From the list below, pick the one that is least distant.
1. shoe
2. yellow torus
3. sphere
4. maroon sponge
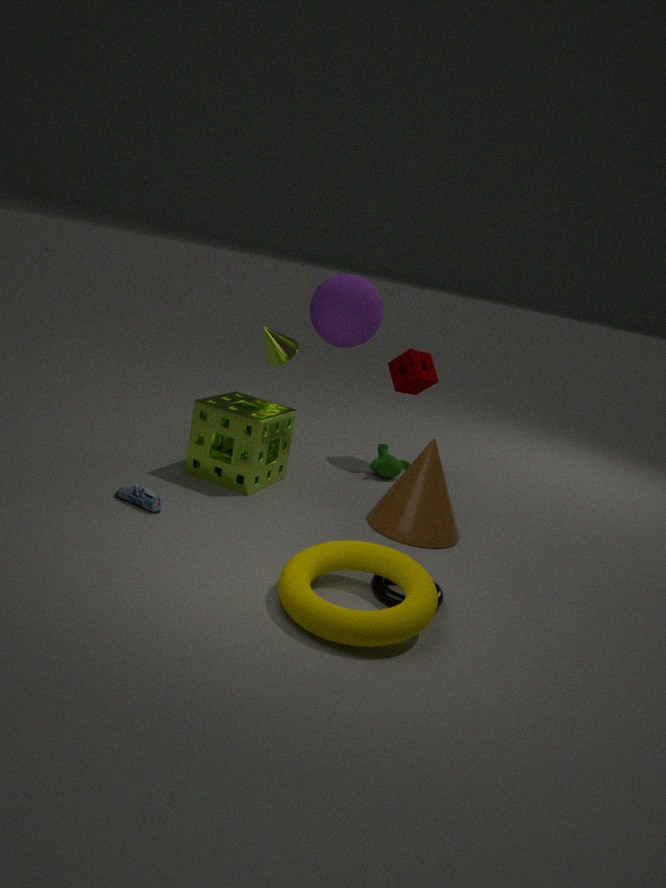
yellow torus
